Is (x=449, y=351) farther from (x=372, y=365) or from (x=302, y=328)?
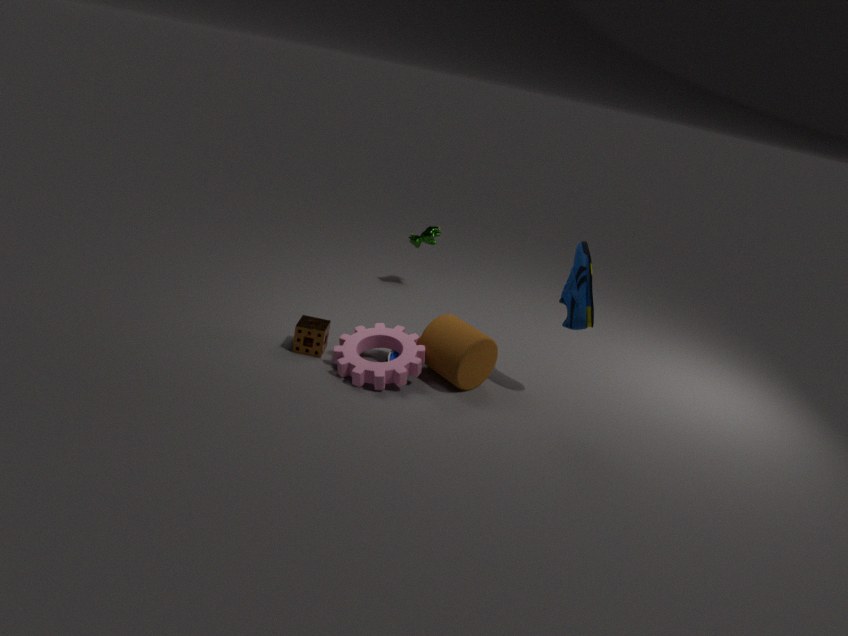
(x=302, y=328)
